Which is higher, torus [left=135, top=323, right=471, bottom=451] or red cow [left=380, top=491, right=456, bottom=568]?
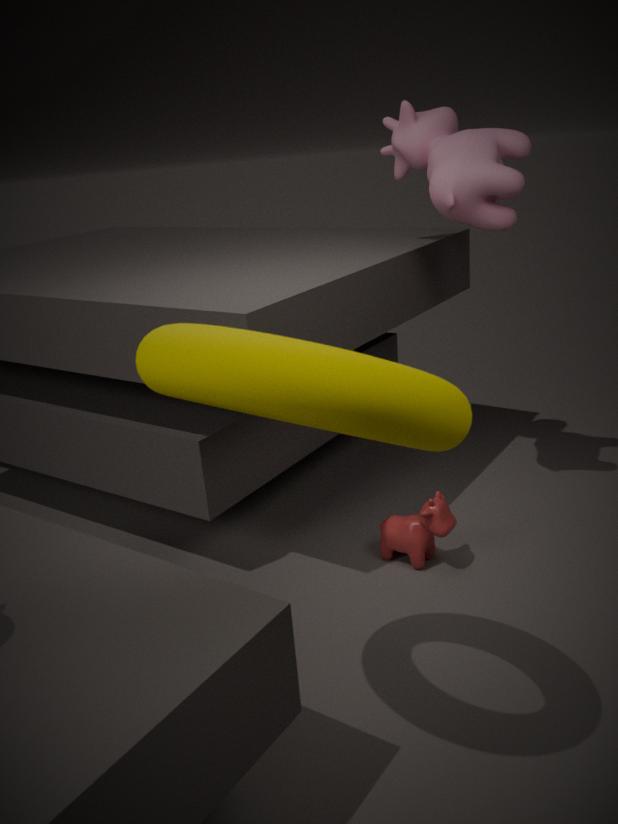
torus [left=135, top=323, right=471, bottom=451]
